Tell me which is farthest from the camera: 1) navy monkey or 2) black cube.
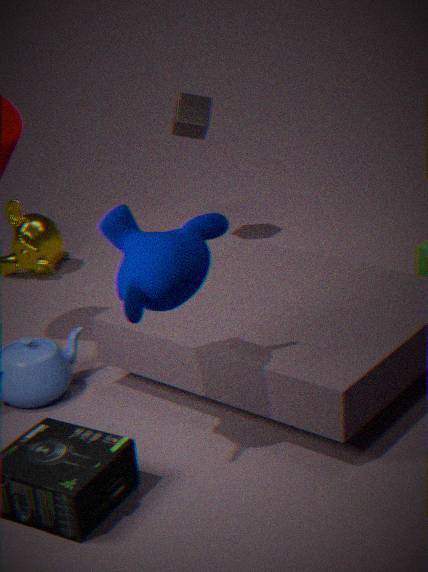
2. black cube
